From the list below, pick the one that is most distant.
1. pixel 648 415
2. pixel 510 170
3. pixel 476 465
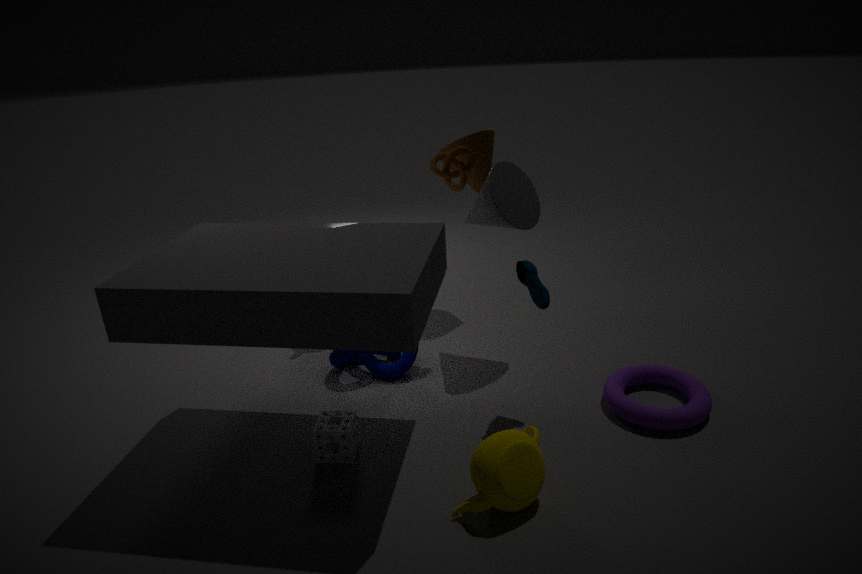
pixel 510 170
